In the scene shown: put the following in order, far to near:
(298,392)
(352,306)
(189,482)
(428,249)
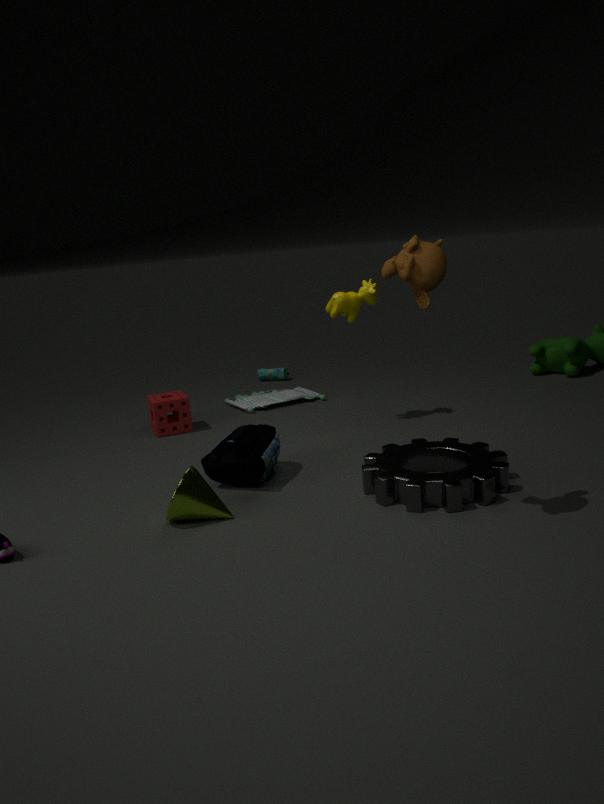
(298,392), (352,306), (189,482), (428,249)
